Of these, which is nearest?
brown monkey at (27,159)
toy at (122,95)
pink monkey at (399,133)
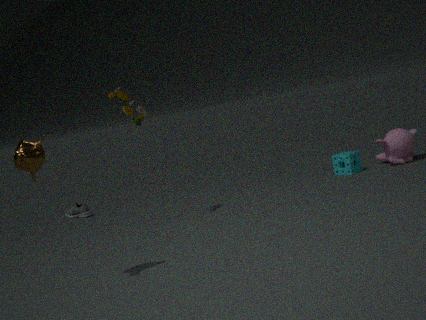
brown monkey at (27,159)
